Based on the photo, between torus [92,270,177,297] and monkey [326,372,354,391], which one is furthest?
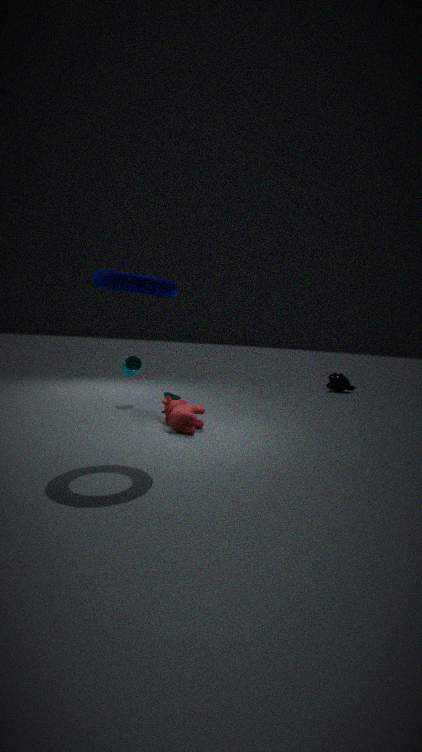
monkey [326,372,354,391]
